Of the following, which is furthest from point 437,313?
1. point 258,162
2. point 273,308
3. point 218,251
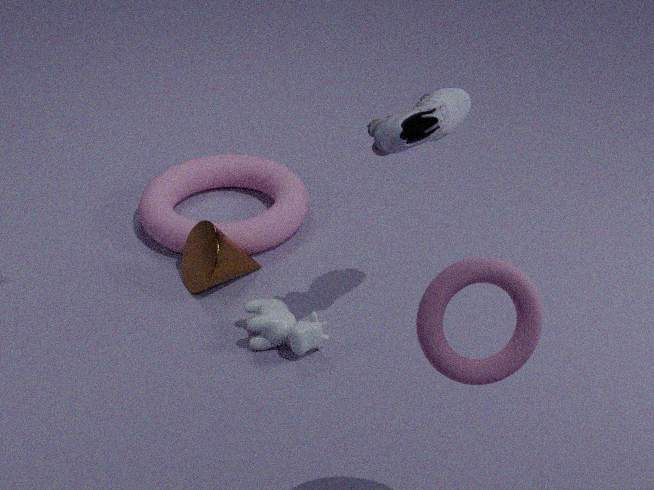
point 258,162
